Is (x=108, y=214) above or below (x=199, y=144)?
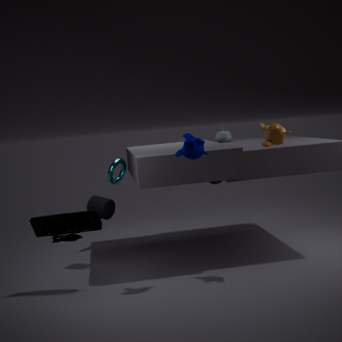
below
